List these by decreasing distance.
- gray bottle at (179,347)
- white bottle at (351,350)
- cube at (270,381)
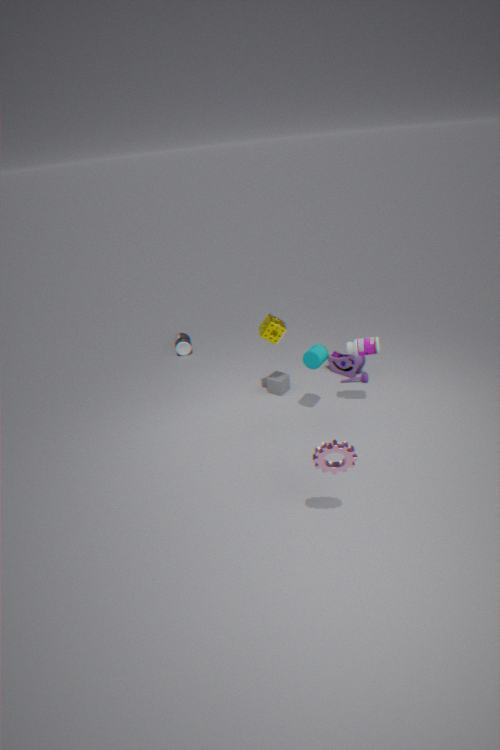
gray bottle at (179,347) → cube at (270,381) → white bottle at (351,350)
